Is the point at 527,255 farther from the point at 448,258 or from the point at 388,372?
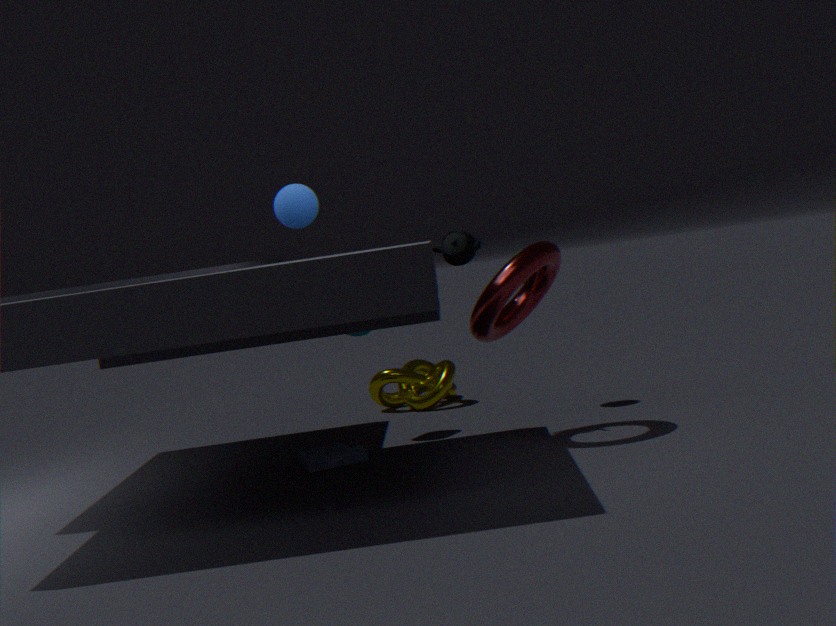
the point at 388,372
